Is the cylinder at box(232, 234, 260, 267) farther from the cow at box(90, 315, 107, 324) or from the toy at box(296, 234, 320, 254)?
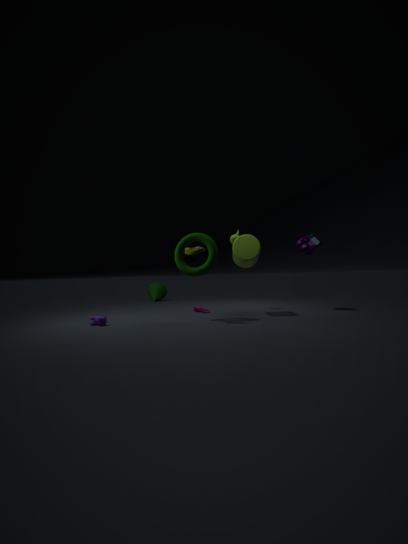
the cow at box(90, 315, 107, 324)
